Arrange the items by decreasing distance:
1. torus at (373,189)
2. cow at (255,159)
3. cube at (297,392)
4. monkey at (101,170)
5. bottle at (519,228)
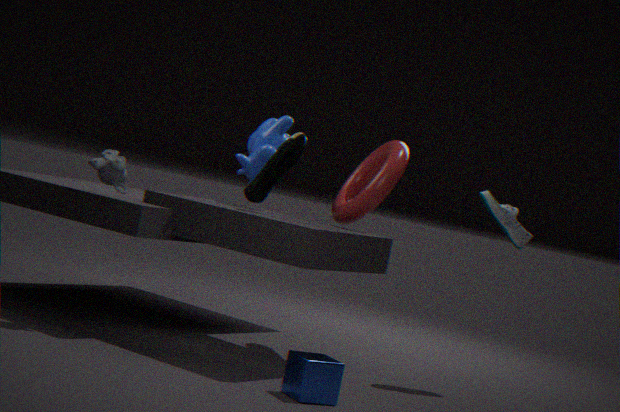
cow at (255,159), torus at (373,189), bottle at (519,228), monkey at (101,170), cube at (297,392)
